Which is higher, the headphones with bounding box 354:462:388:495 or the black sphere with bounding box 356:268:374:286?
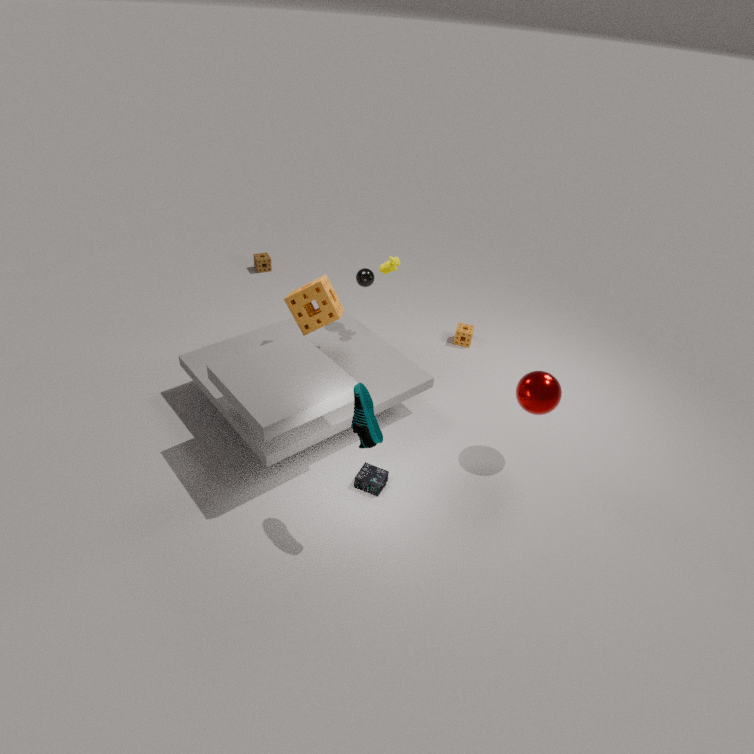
the black sphere with bounding box 356:268:374:286
